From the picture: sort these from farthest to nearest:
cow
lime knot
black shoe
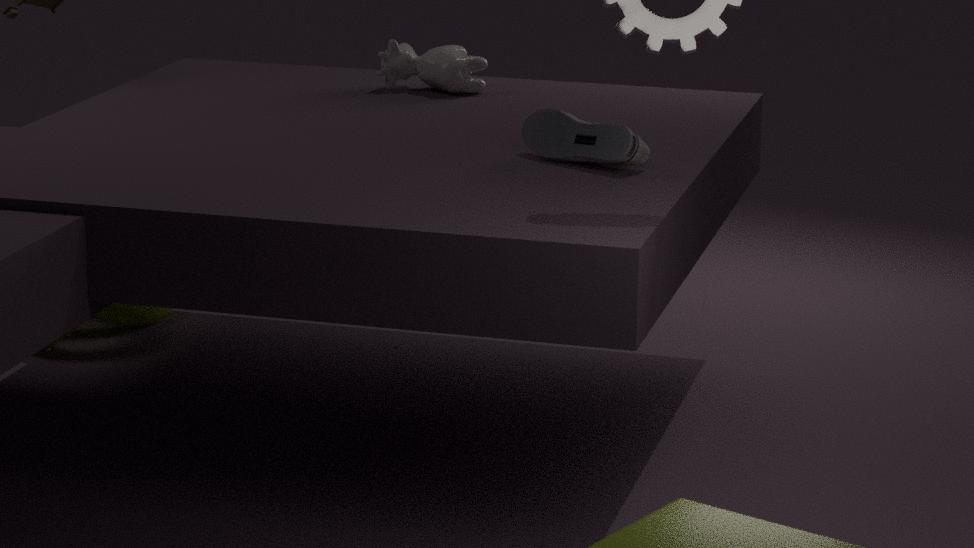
1. lime knot
2. cow
3. black shoe
